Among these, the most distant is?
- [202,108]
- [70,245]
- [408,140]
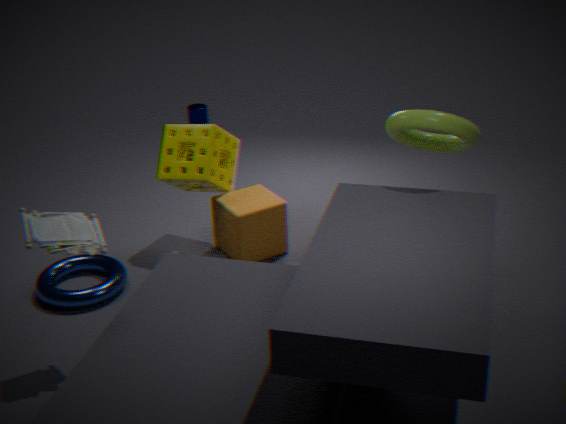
[202,108]
